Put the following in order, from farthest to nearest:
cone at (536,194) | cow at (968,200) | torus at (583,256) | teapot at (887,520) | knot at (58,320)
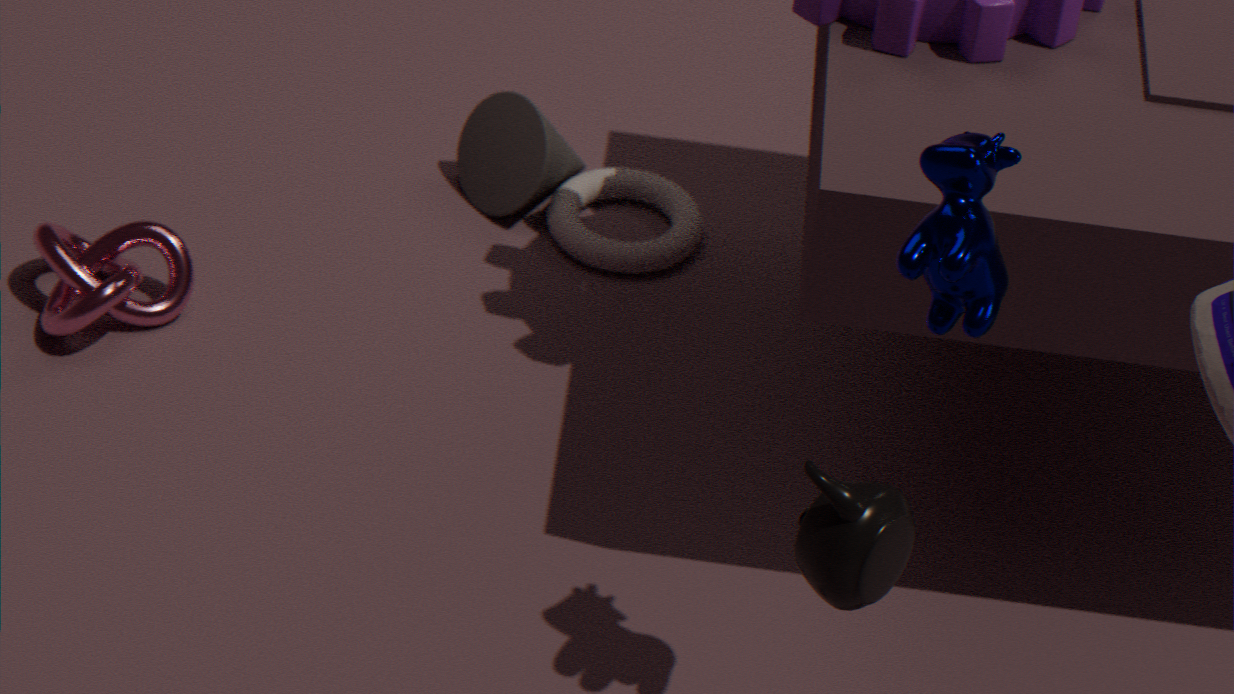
cone at (536,194)
torus at (583,256)
knot at (58,320)
cow at (968,200)
teapot at (887,520)
